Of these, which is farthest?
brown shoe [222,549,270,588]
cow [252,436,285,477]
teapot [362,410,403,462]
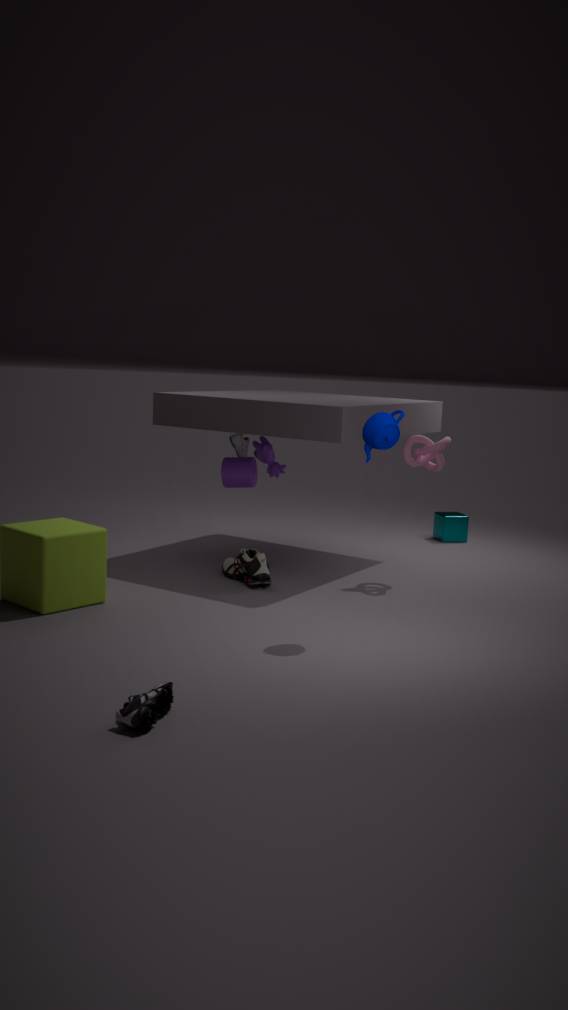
cow [252,436,285,477]
